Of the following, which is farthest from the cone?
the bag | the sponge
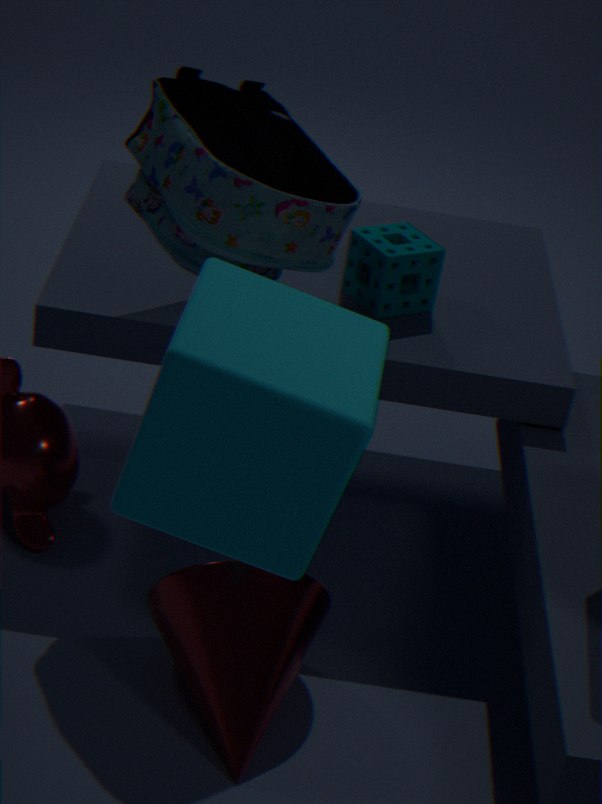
the sponge
